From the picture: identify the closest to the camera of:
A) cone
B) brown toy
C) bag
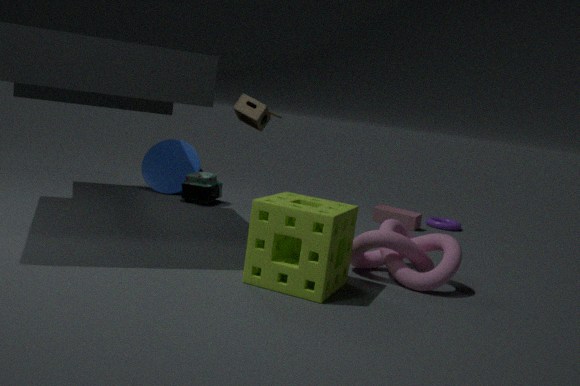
brown toy
